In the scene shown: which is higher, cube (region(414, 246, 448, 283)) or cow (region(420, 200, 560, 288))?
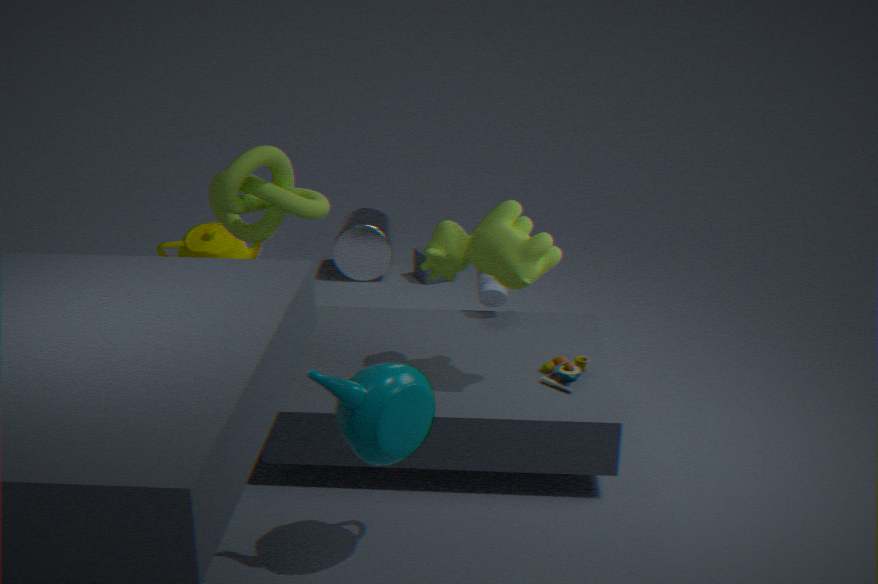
cow (region(420, 200, 560, 288))
